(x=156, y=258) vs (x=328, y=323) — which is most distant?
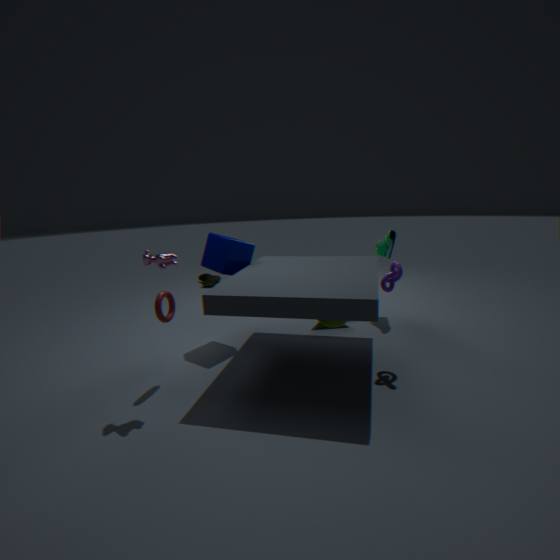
(x=328, y=323)
